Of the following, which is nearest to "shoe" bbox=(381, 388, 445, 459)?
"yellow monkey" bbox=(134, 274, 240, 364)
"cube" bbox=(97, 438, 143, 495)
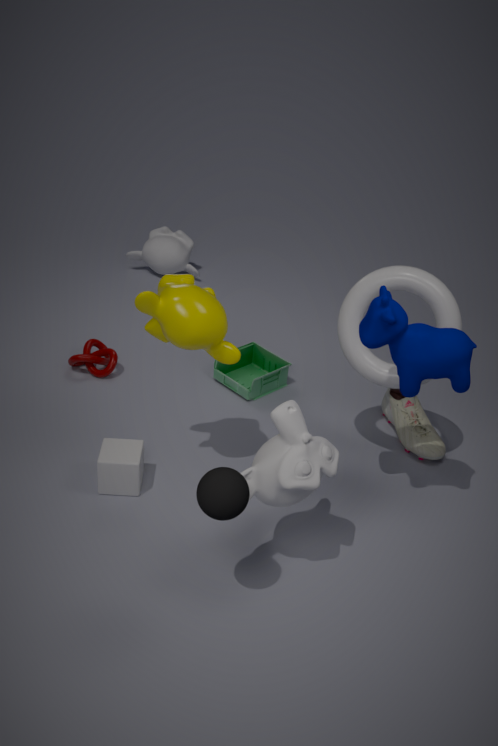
"yellow monkey" bbox=(134, 274, 240, 364)
